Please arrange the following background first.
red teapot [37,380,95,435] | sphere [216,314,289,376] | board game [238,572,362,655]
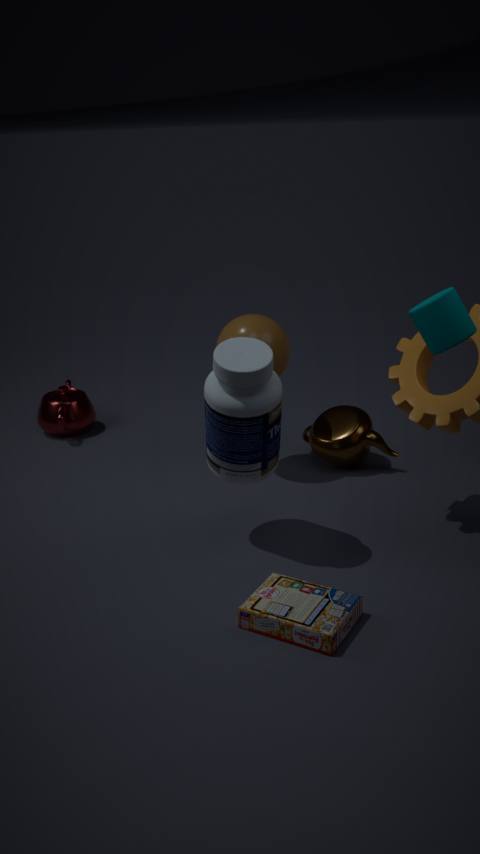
red teapot [37,380,95,435], sphere [216,314,289,376], board game [238,572,362,655]
